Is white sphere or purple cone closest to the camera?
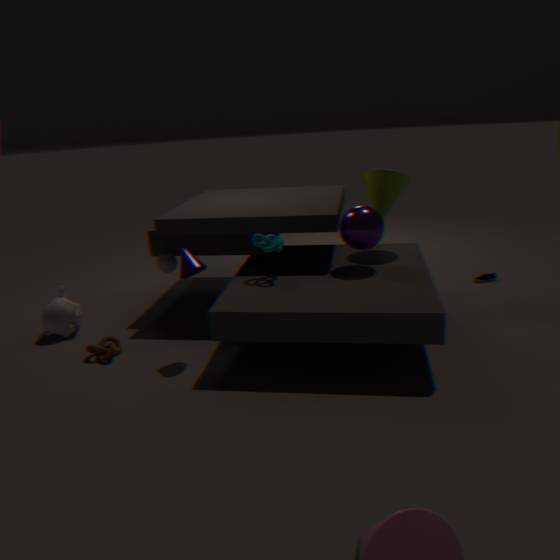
purple cone
